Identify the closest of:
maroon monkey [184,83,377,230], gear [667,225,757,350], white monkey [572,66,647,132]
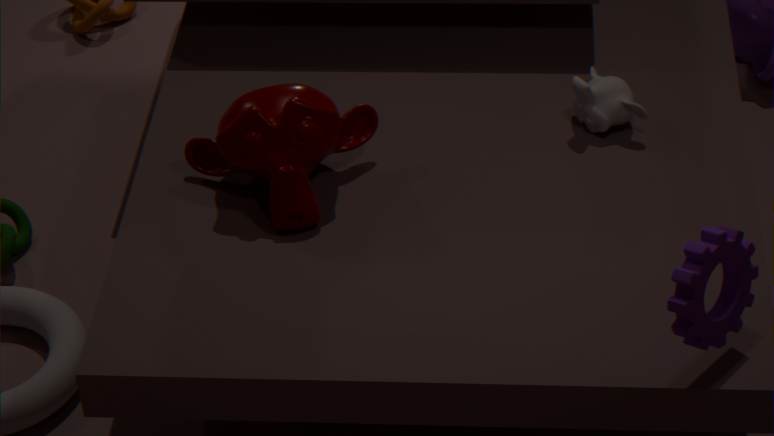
gear [667,225,757,350]
